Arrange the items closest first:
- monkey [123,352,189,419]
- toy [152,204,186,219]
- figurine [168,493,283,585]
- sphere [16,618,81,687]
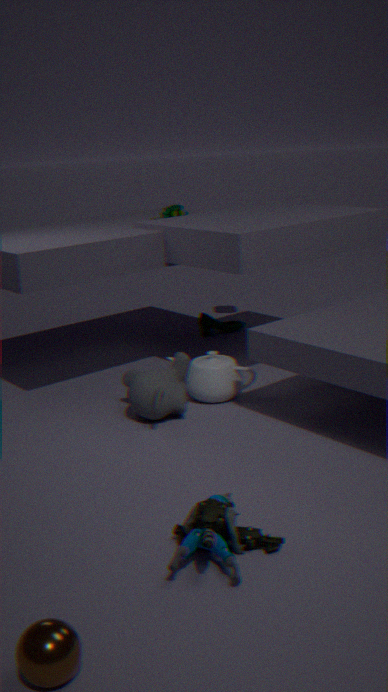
sphere [16,618,81,687]
figurine [168,493,283,585]
monkey [123,352,189,419]
toy [152,204,186,219]
